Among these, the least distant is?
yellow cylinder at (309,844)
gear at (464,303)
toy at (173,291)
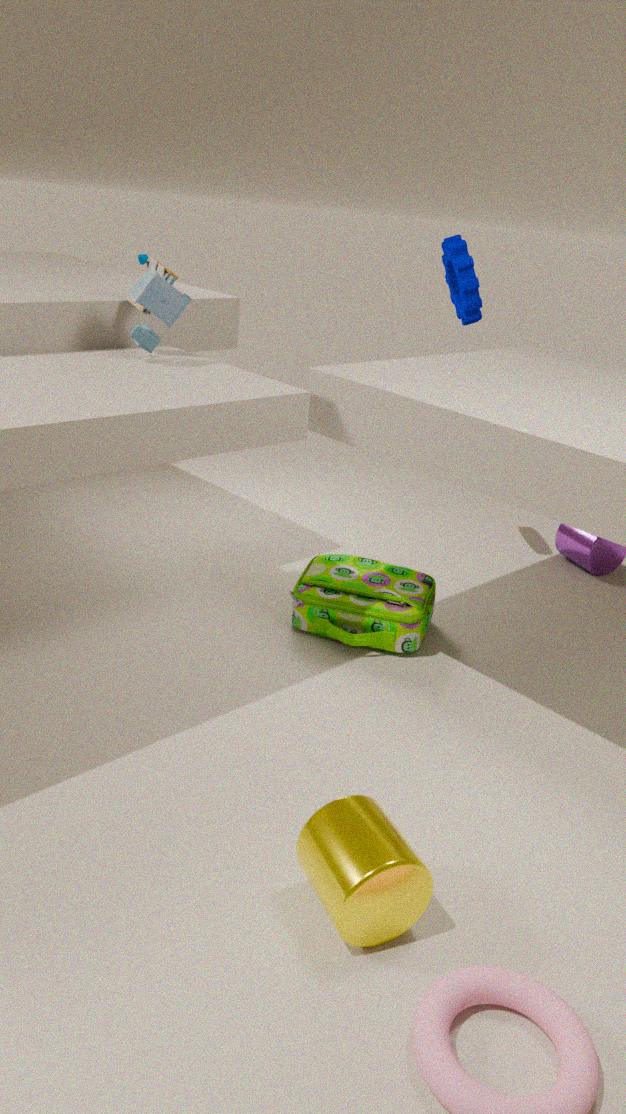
yellow cylinder at (309,844)
